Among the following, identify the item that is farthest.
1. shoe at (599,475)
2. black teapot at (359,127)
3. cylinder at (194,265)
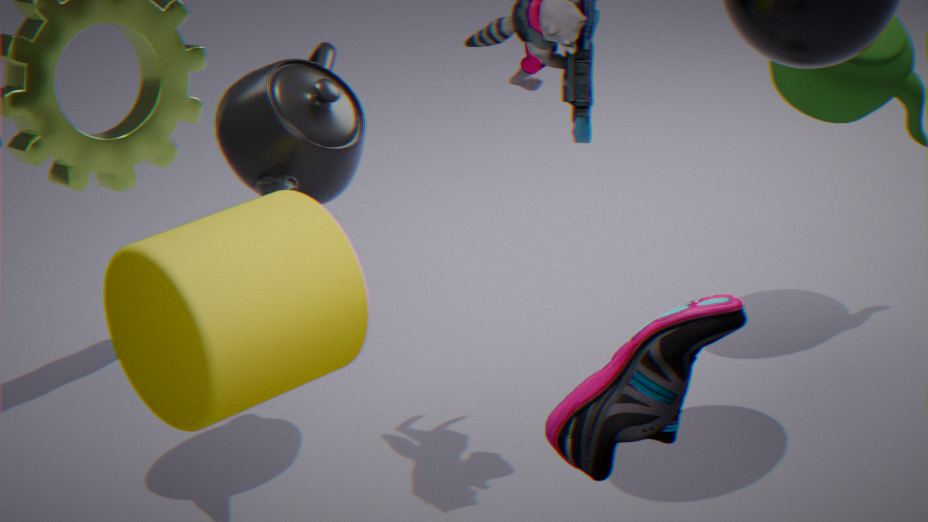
black teapot at (359,127)
